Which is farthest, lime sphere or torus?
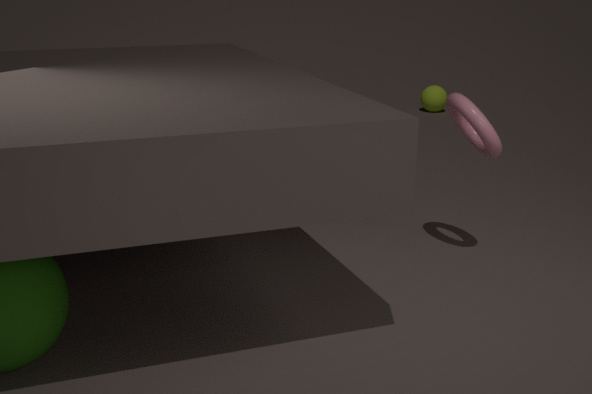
lime sphere
